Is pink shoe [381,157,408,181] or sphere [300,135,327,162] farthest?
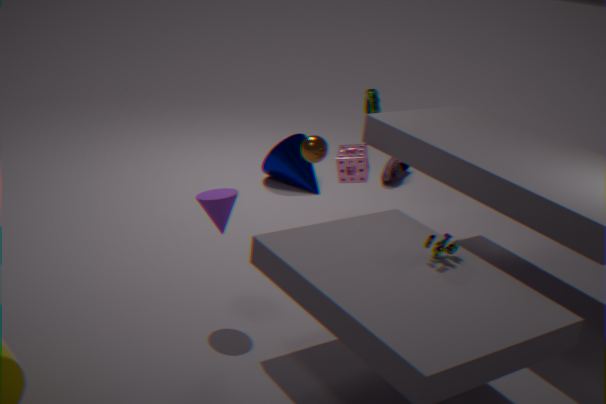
pink shoe [381,157,408,181]
